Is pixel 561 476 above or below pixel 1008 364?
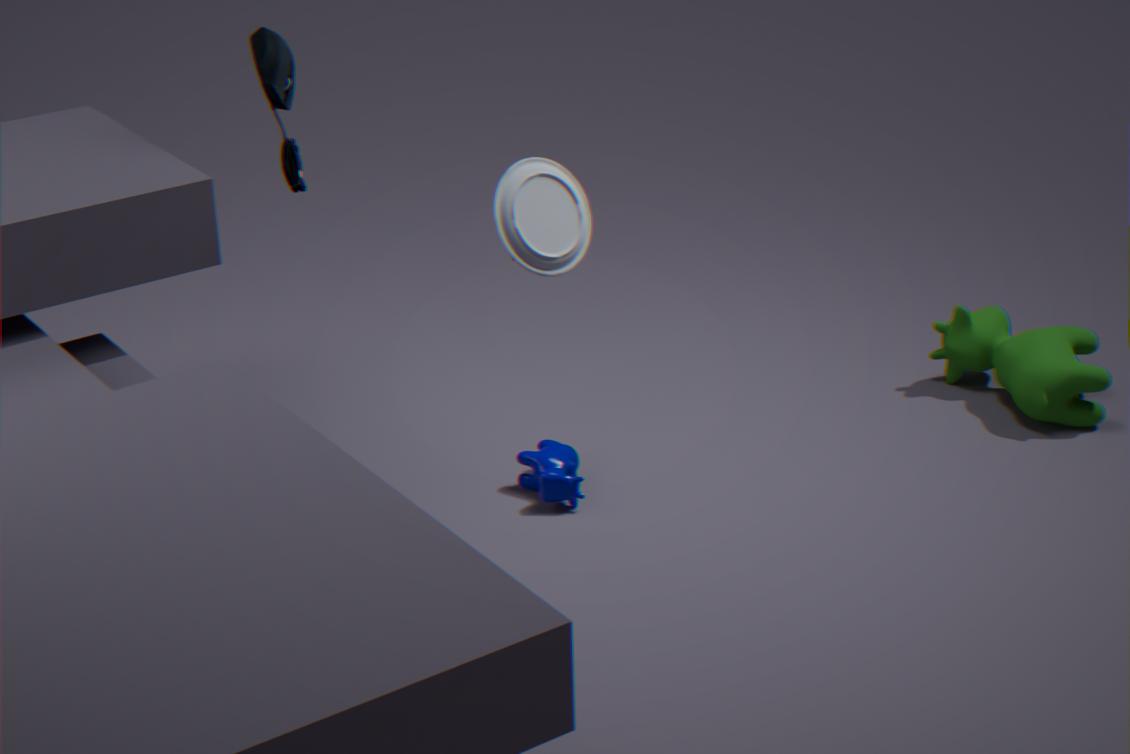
below
